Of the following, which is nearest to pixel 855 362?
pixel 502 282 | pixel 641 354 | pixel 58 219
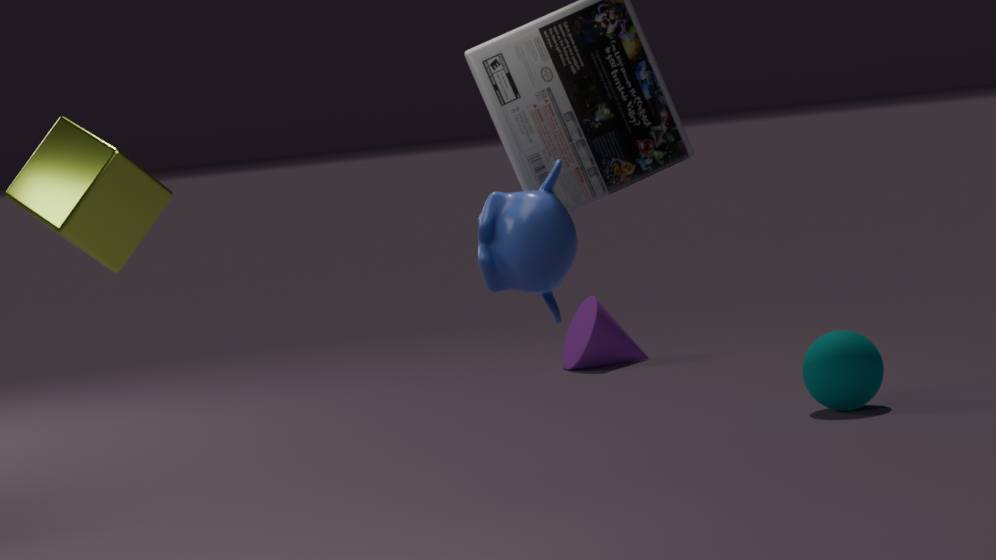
pixel 641 354
